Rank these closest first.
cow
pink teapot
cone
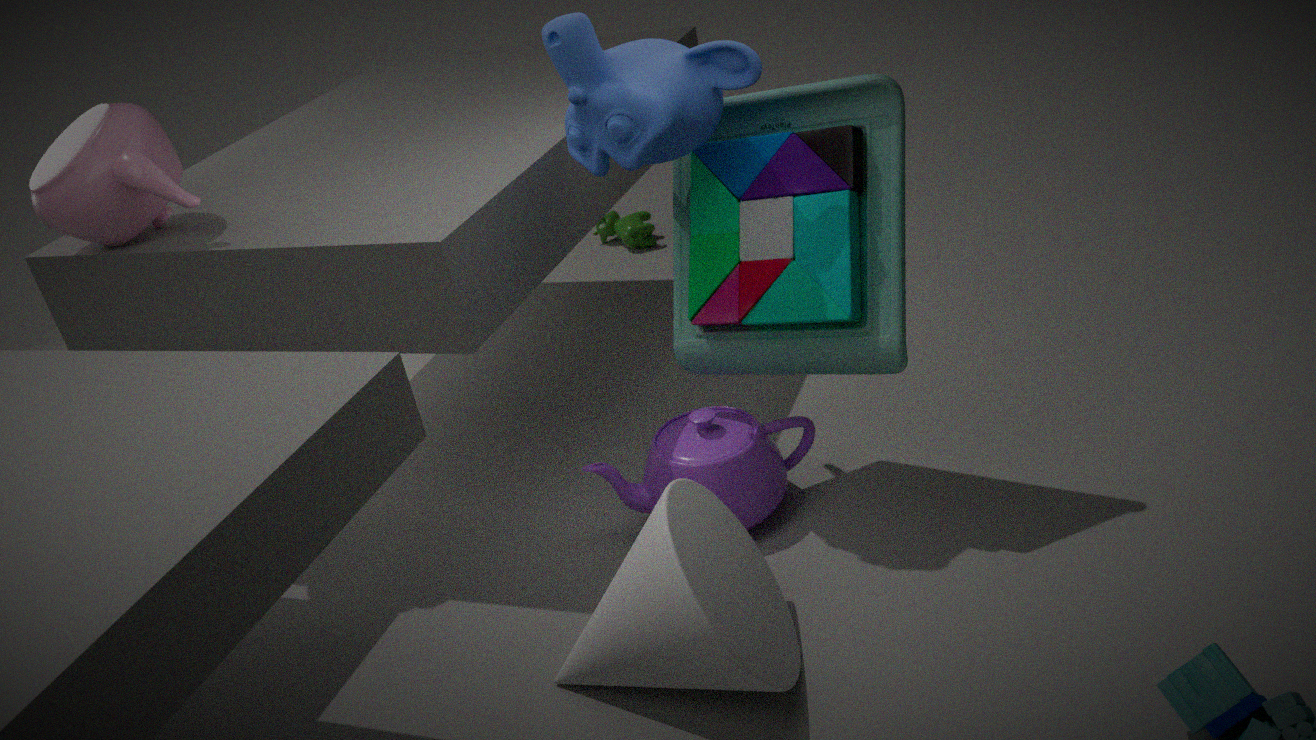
cone → pink teapot → cow
